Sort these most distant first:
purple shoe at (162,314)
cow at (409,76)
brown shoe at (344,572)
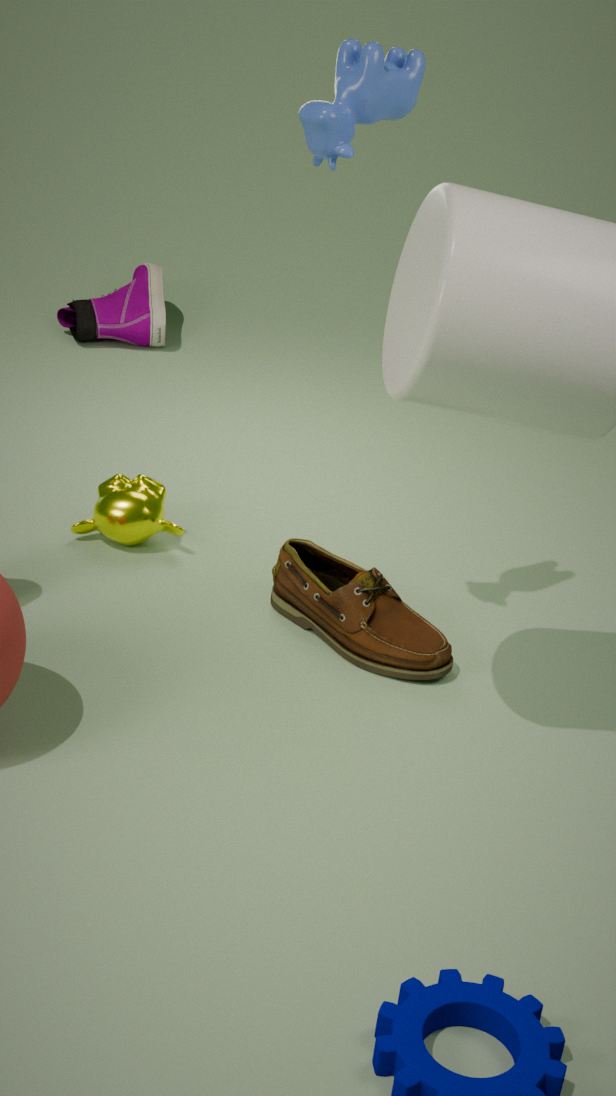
purple shoe at (162,314), brown shoe at (344,572), cow at (409,76)
